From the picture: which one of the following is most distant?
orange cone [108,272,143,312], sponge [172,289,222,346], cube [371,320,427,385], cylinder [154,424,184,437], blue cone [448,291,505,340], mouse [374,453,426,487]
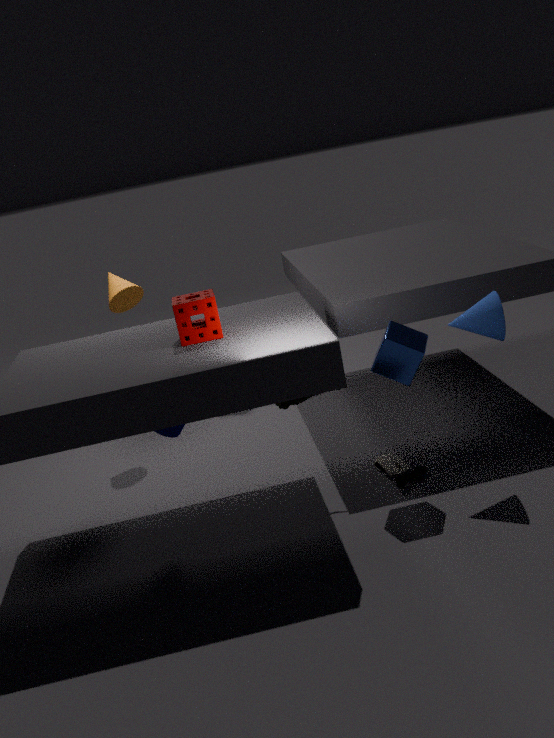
orange cone [108,272,143,312]
